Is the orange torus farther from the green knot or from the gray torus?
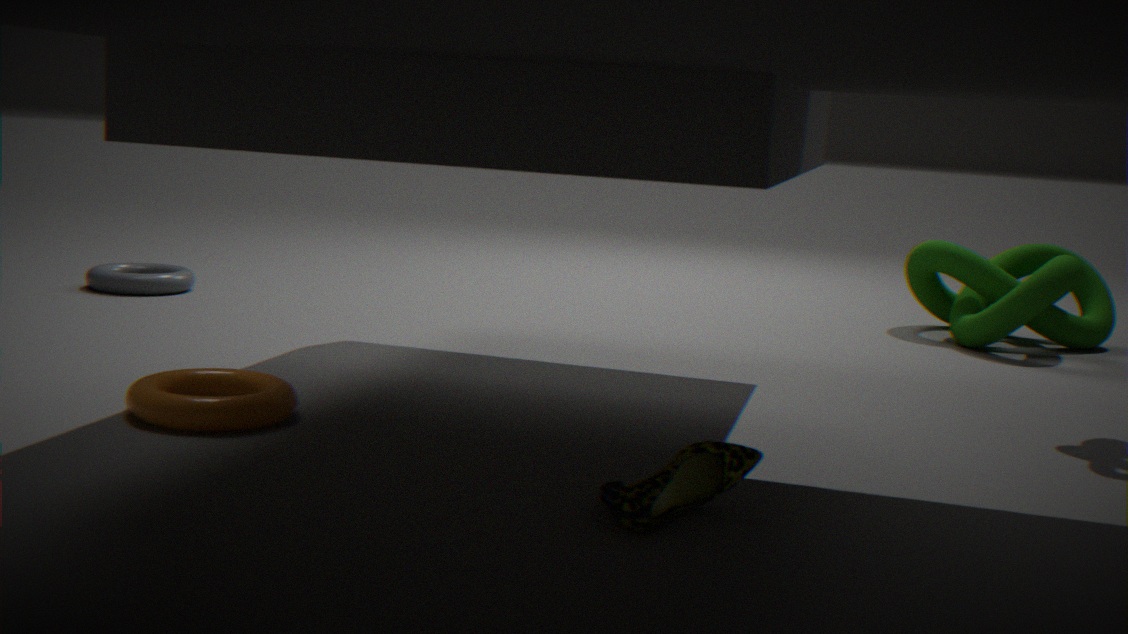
the green knot
